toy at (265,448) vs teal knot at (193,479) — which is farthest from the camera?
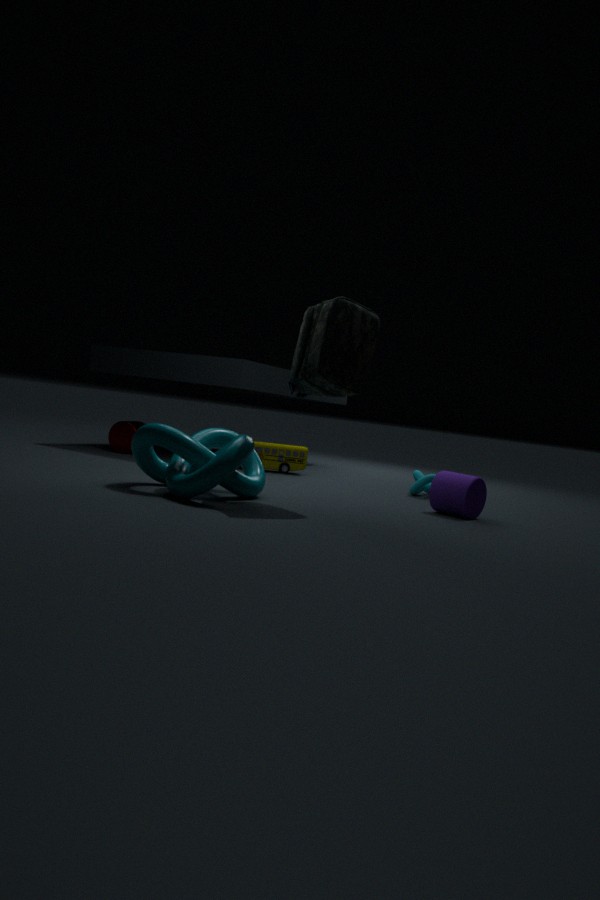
toy at (265,448)
